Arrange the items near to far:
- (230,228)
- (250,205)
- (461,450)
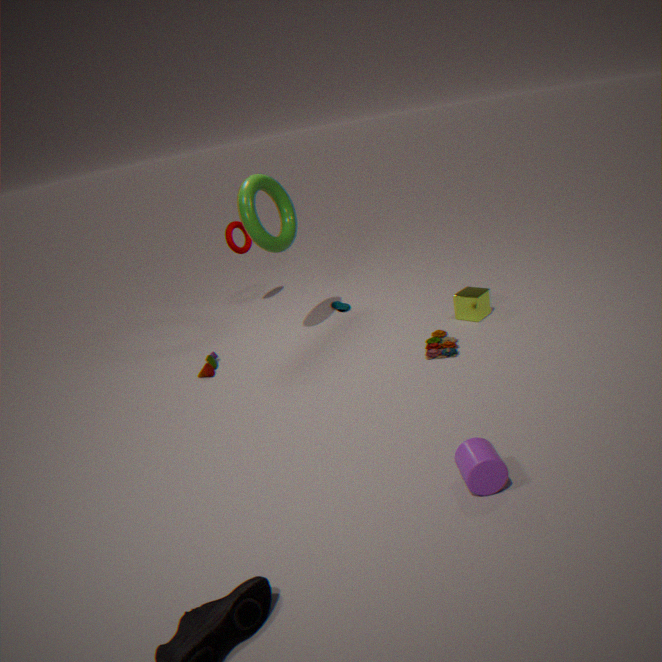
1. (461,450)
2. (250,205)
3. (230,228)
